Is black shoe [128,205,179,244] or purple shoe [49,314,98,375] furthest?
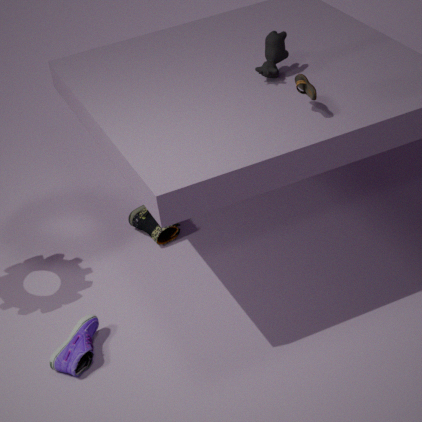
black shoe [128,205,179,244]
